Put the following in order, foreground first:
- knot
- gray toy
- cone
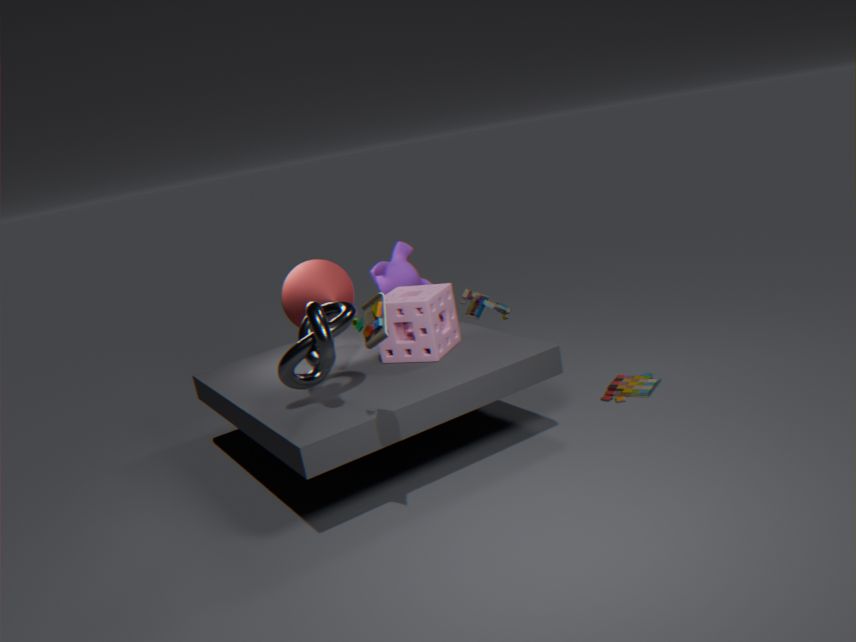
knot < cone < gray toy
